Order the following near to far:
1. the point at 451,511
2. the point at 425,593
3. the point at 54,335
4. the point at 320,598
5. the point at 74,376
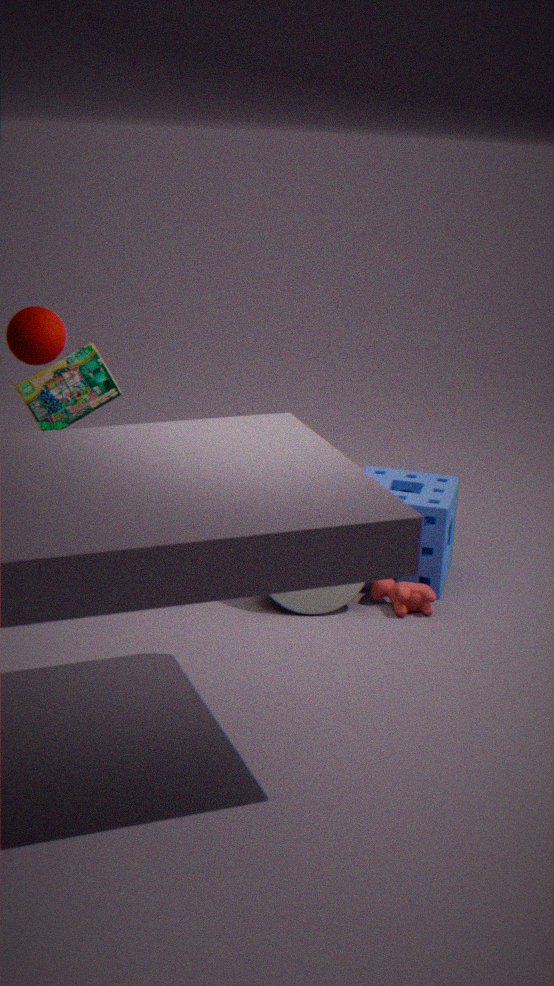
the point at 54,335 → the point at 74,376 → the point at 320,598 → the point at 425,593 → the point at 451,511
